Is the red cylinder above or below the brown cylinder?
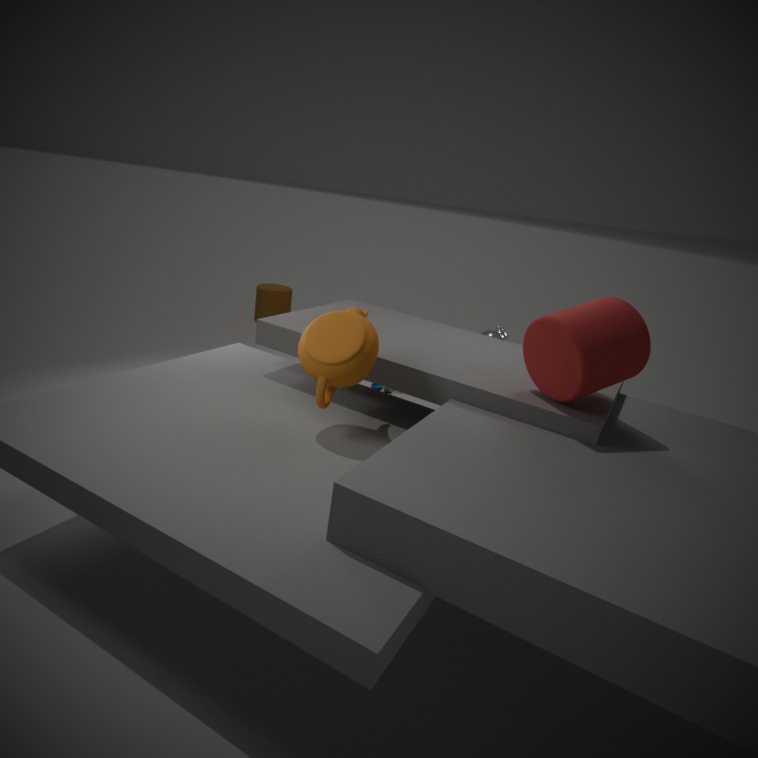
above
